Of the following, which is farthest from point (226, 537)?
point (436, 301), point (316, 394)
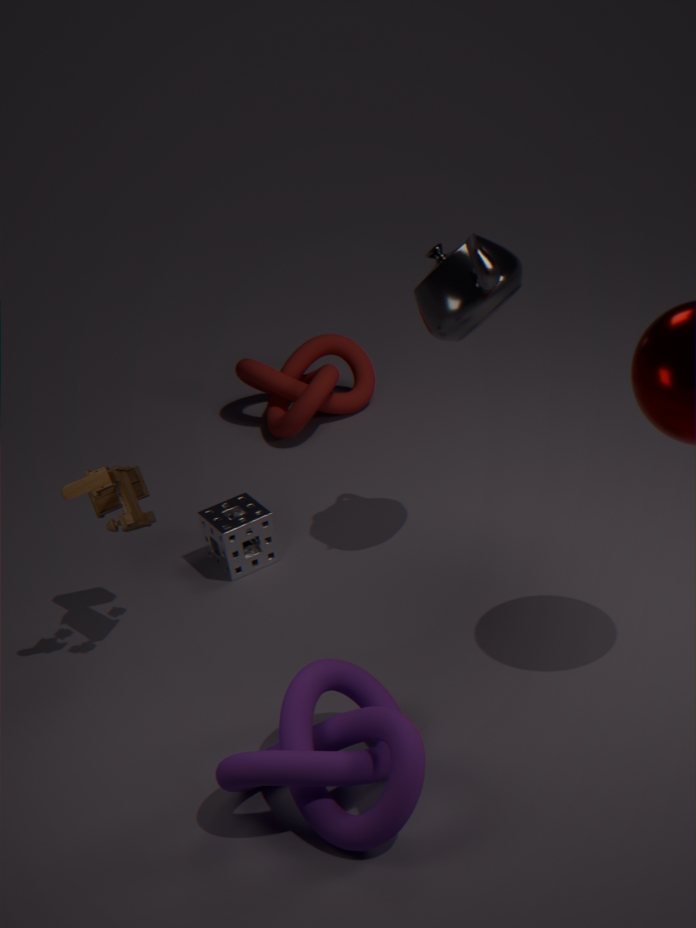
point (436, 301)
